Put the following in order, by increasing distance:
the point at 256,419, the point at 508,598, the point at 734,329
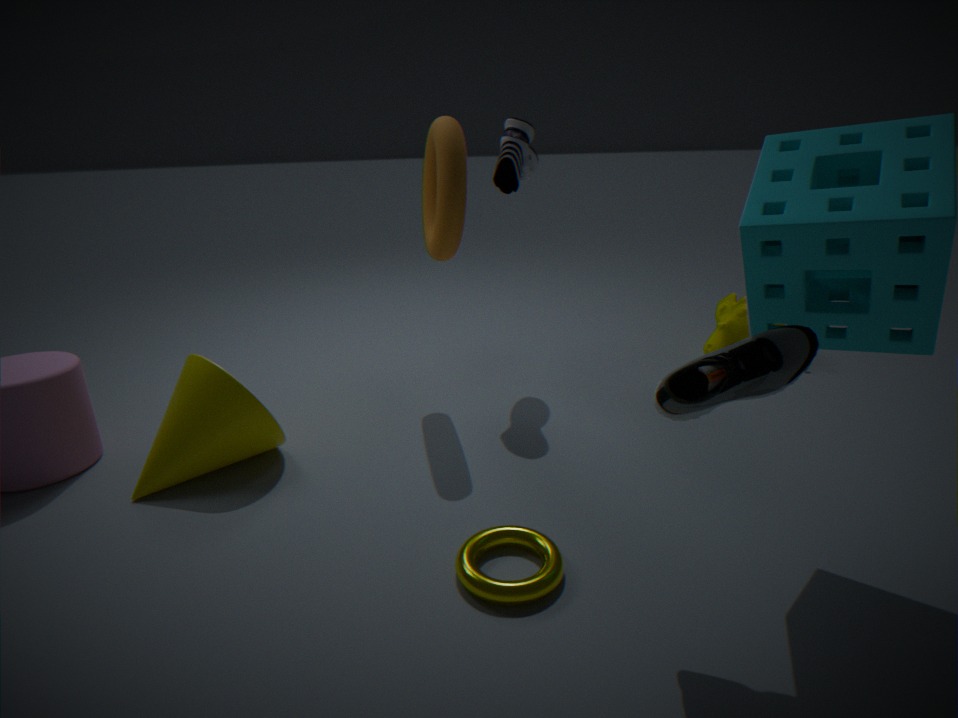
the point at 508,598 → the point at 256,419 → the point at 734,329
